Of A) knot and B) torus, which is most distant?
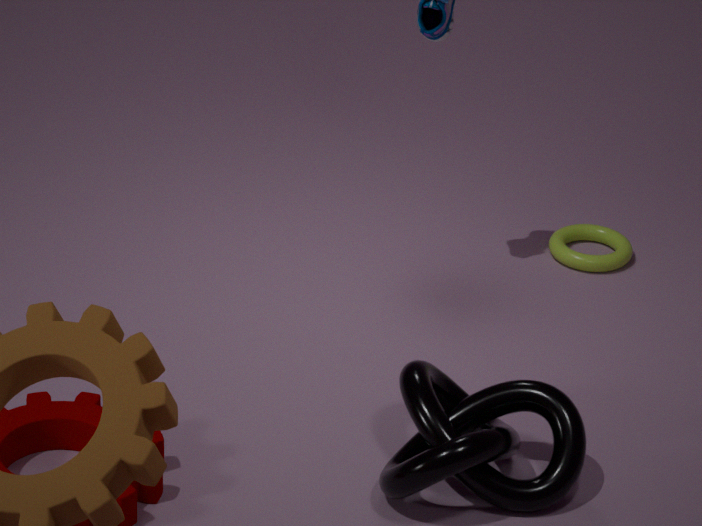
B. torus
